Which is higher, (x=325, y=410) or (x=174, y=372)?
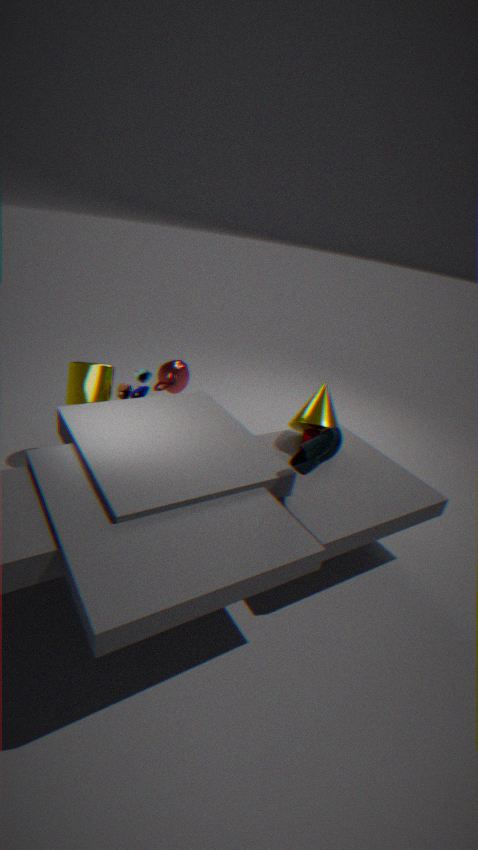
(x=325, y=410)
